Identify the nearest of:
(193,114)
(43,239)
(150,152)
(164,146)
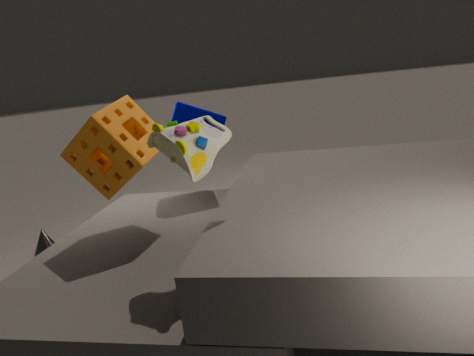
(164,146)
